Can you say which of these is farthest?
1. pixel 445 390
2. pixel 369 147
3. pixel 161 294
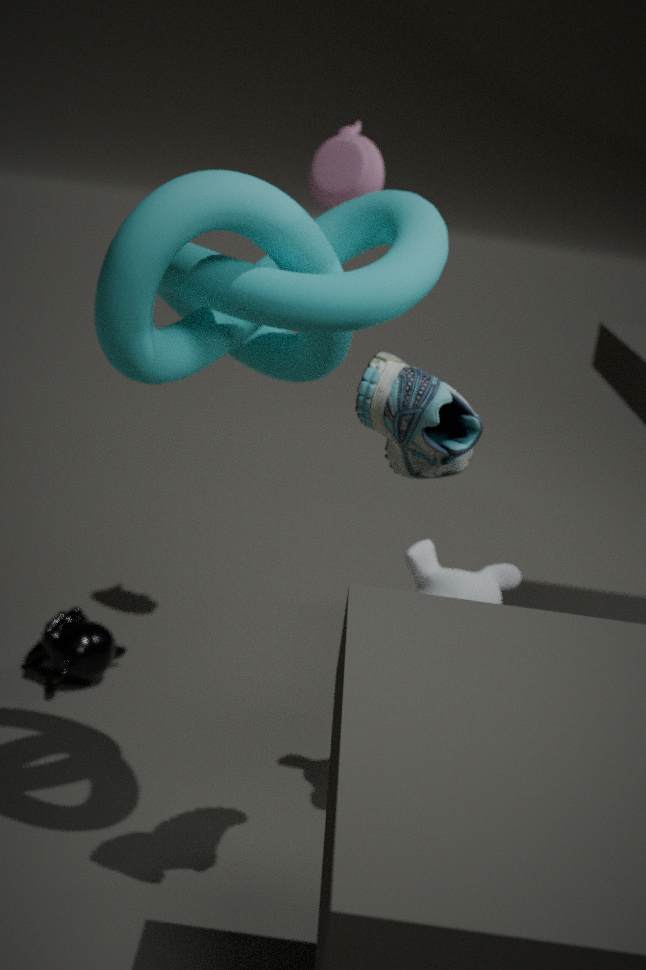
pixel 369 147
